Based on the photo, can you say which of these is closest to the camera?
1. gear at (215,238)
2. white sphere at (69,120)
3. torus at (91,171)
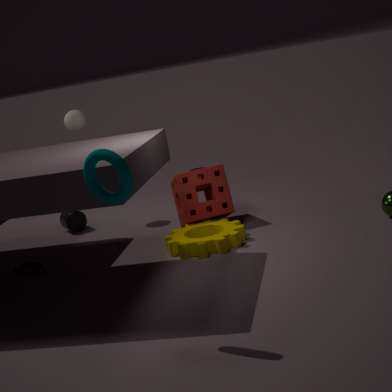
torus at (91,171)
